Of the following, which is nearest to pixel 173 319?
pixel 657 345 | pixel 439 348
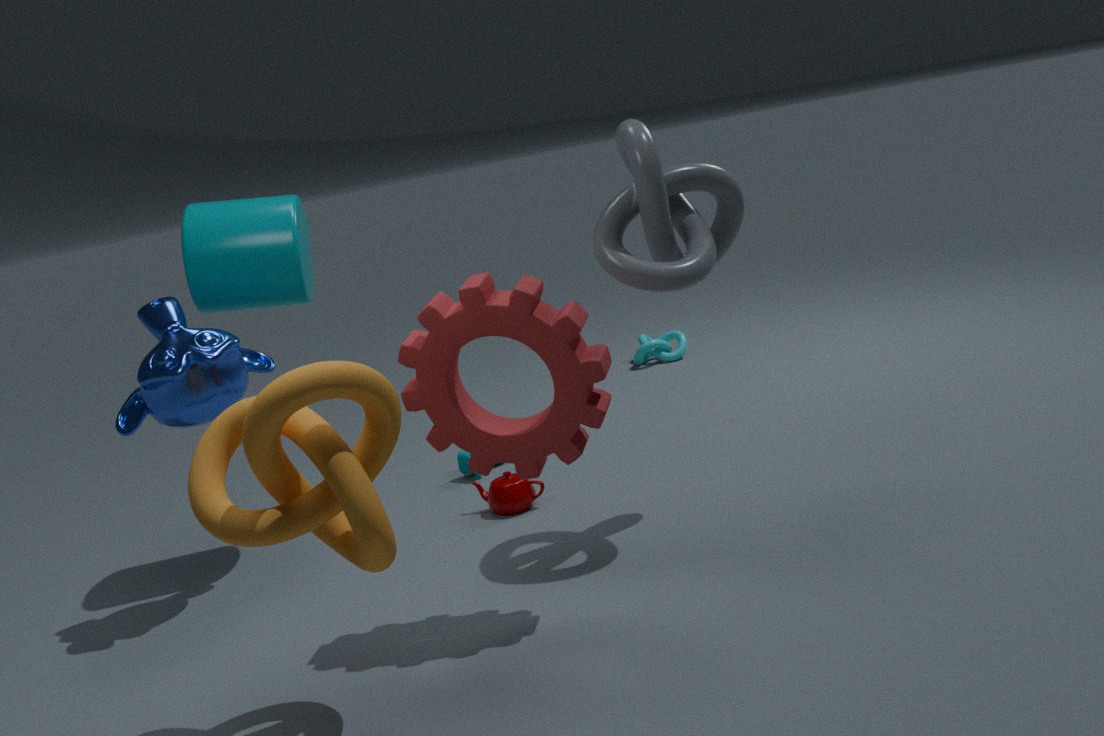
pixel 439 348
